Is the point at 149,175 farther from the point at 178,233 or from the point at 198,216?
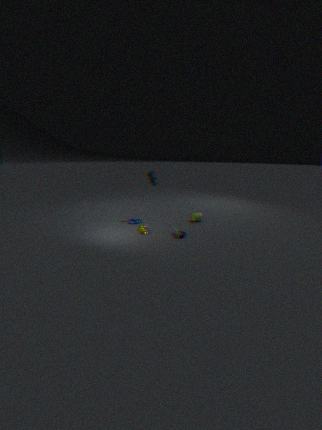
the point at 178,233
